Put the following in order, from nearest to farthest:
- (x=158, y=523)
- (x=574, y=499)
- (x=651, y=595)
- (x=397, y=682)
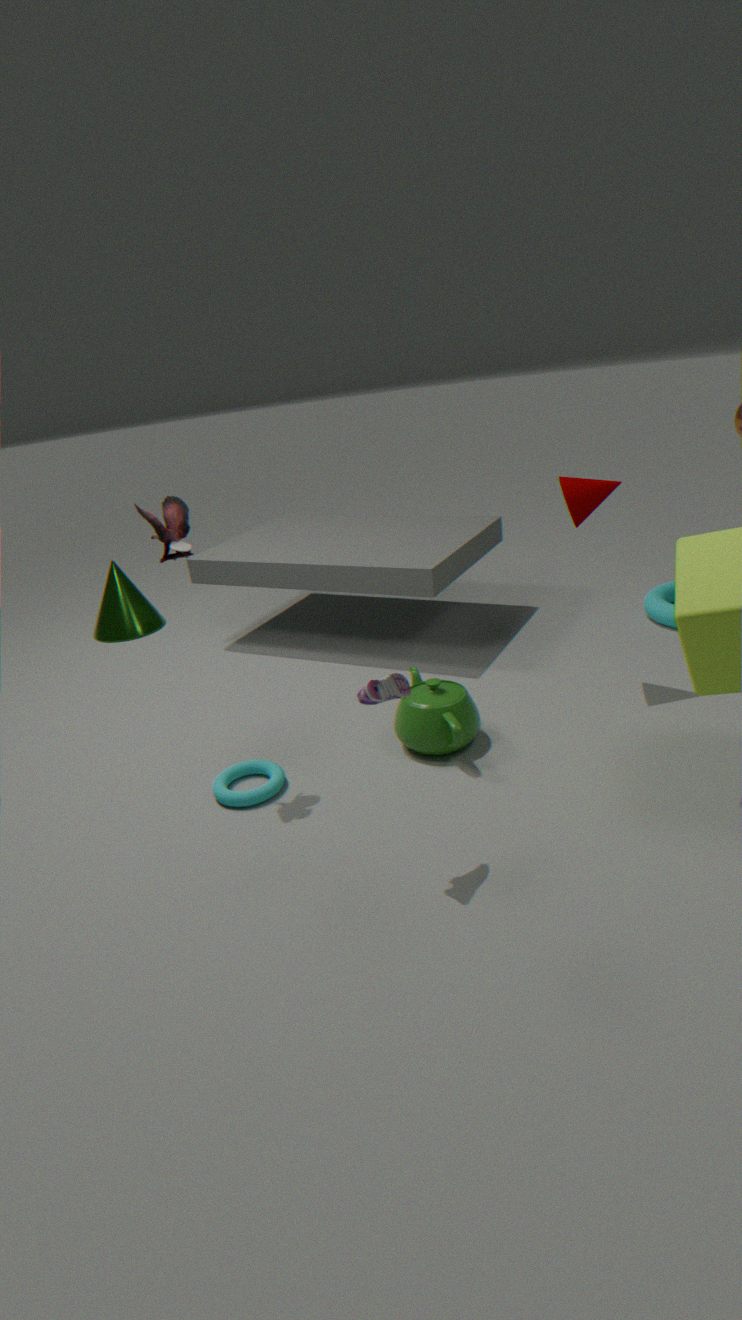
(x=397, y=682), (x=158, y=523), (x=574, y=499), (x=651, y=595)
